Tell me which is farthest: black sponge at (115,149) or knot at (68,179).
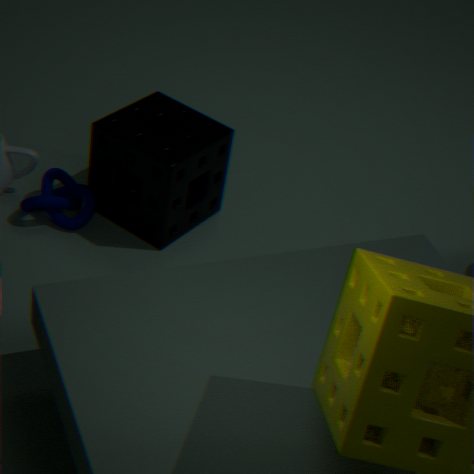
knot at (68,179)
